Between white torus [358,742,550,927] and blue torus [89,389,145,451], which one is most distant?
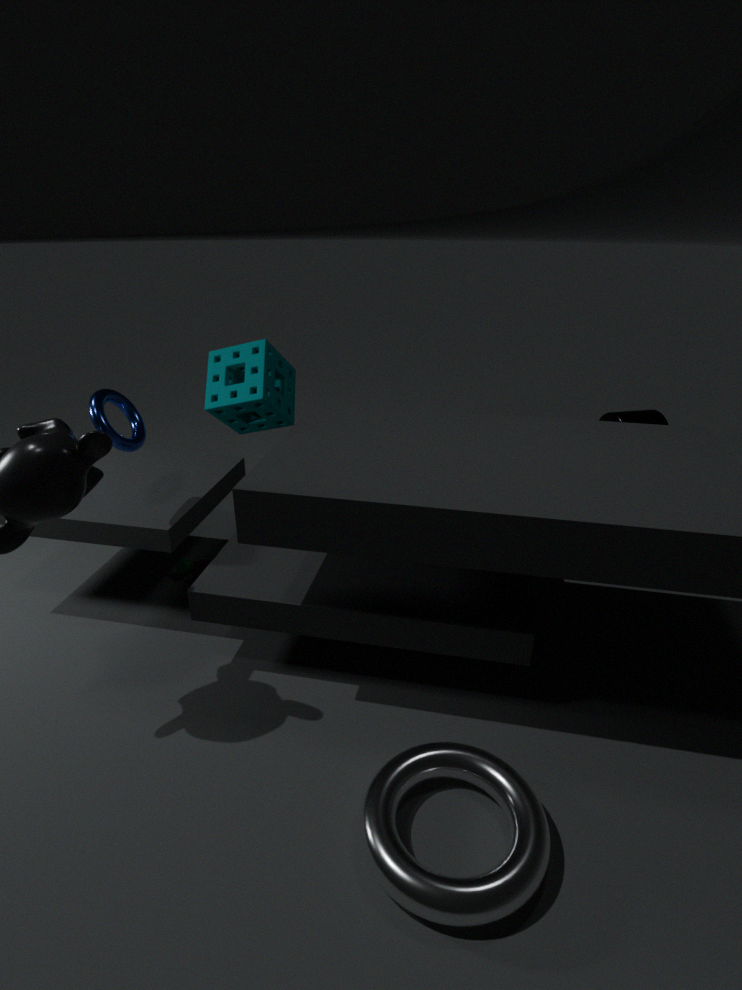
blue torus [89,389,145,451]
